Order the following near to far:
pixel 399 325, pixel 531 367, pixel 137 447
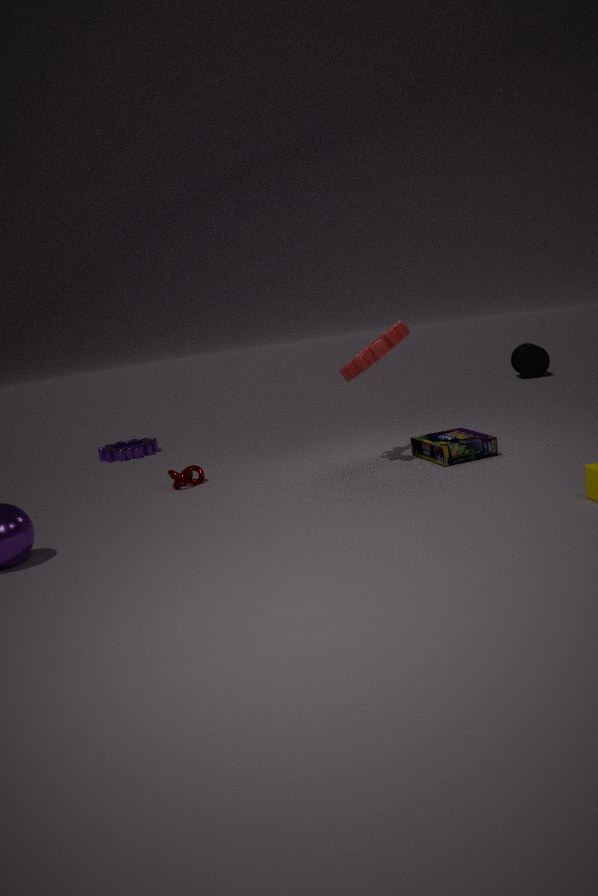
pixel 399 325 < pixel 137 447 < pixel 531 367
